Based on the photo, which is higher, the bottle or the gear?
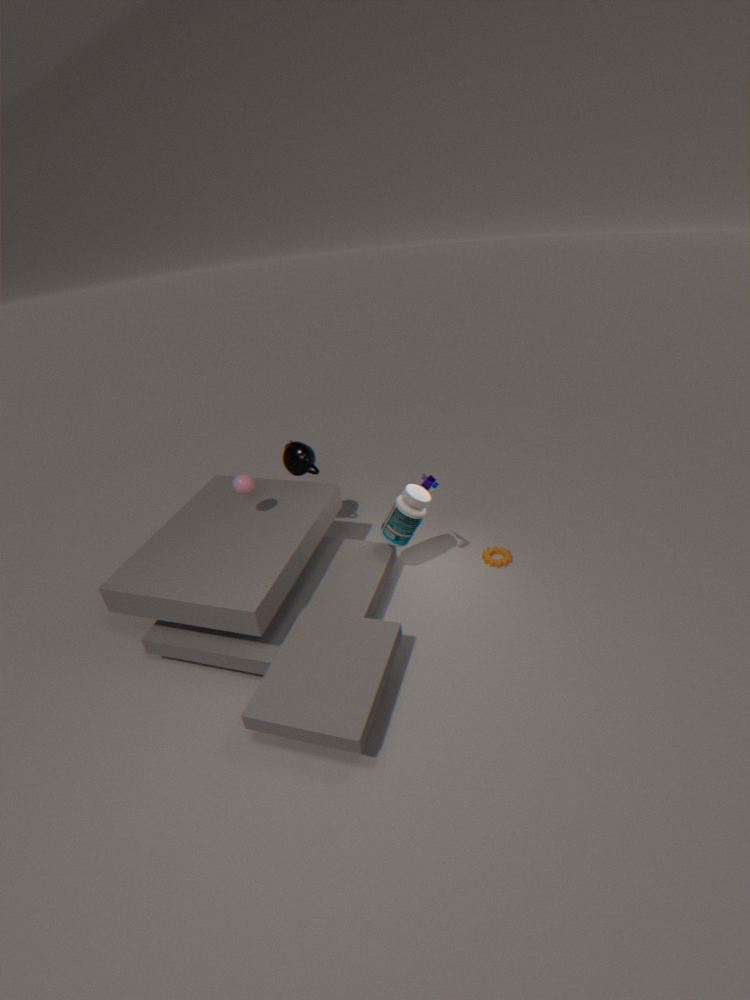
the bottle
